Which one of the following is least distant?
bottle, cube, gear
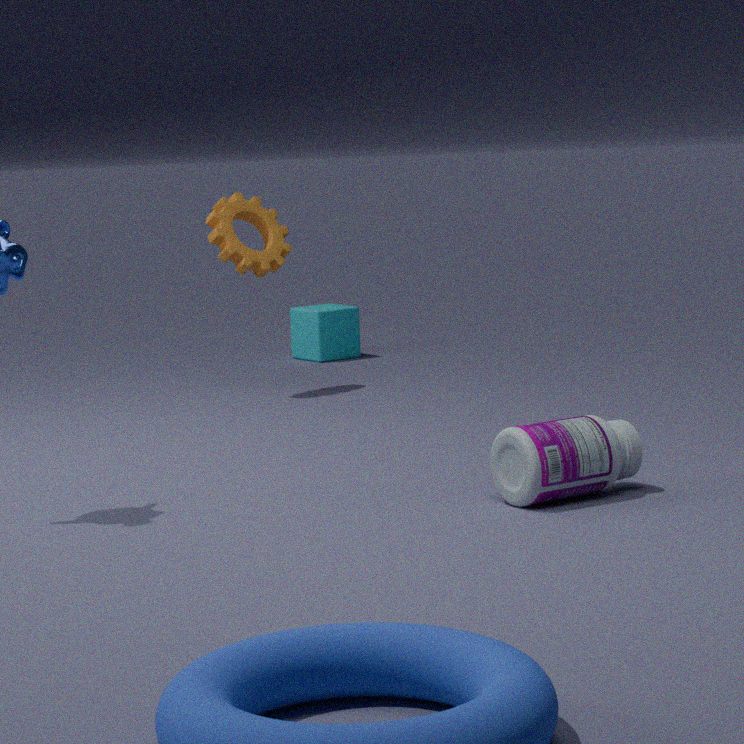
bottle
